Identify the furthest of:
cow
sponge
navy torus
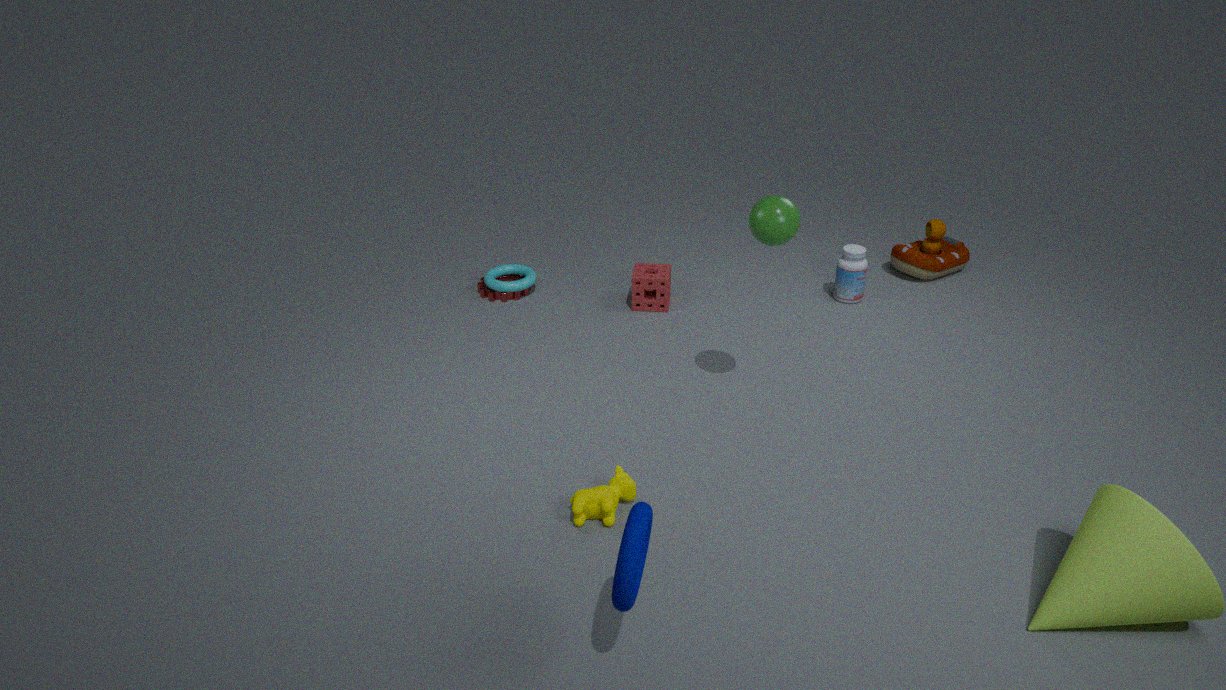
sponge
